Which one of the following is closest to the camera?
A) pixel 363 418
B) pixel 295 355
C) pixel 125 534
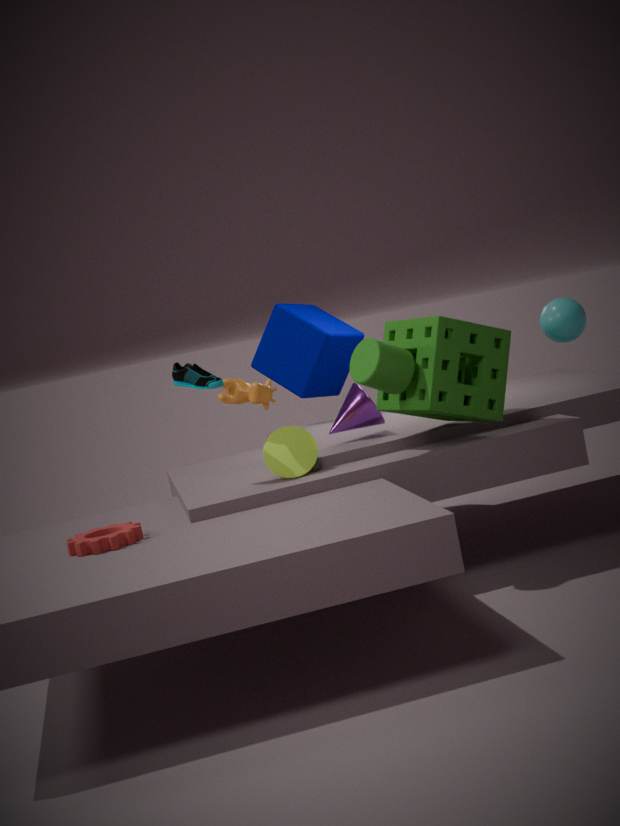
pixel 125 534
